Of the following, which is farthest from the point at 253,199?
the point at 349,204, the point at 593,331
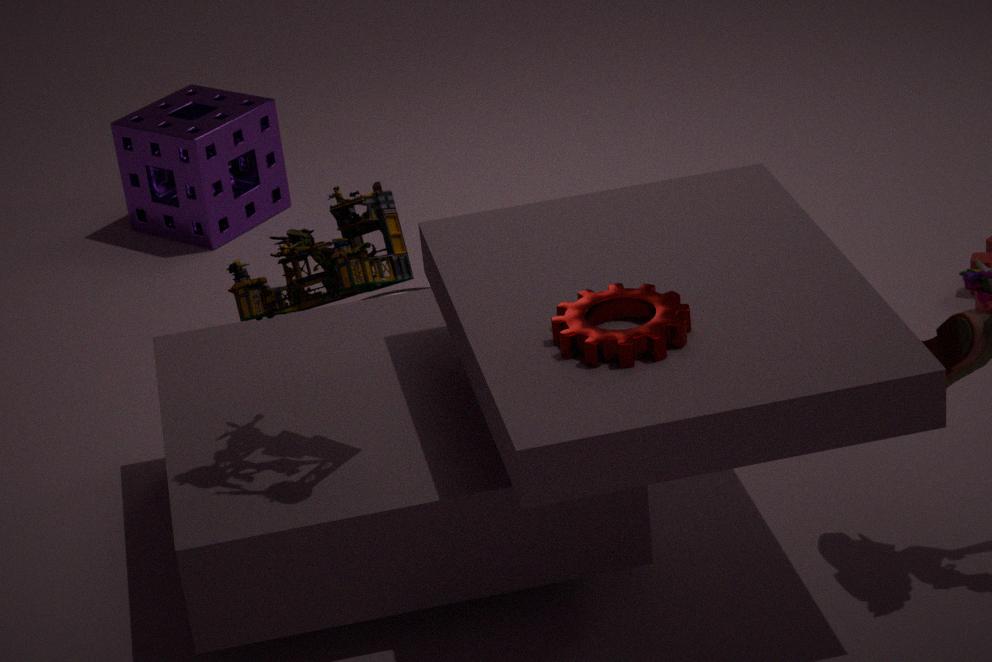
the point at 593,331
